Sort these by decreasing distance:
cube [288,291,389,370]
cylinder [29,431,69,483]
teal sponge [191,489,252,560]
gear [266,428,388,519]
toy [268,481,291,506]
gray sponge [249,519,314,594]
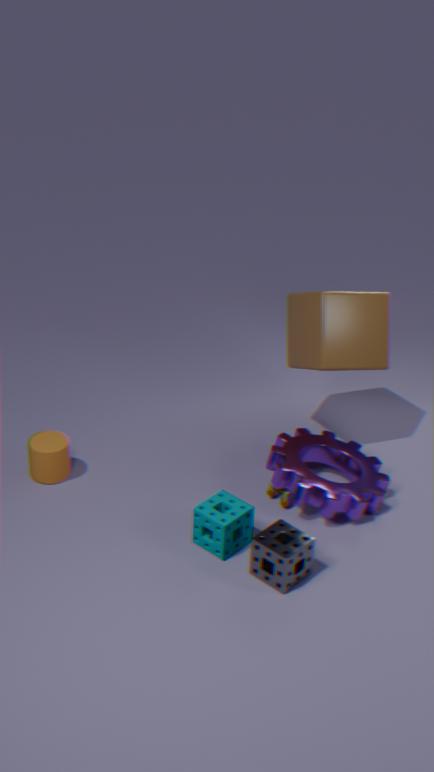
cube [288,291,389,370], cylinder [29,431,69,483], toy [268,481,291,506], gear [266,428,388,519], teal sponge [191,489,252,560], gray sponge [249,519,314,594]
